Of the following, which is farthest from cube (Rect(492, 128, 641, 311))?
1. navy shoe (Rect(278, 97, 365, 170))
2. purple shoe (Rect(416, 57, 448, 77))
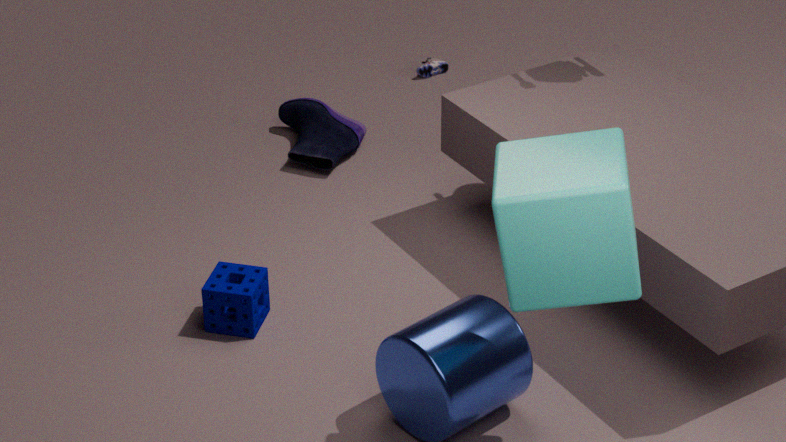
purple shoe (Rect(416, 57, 448, 77))
